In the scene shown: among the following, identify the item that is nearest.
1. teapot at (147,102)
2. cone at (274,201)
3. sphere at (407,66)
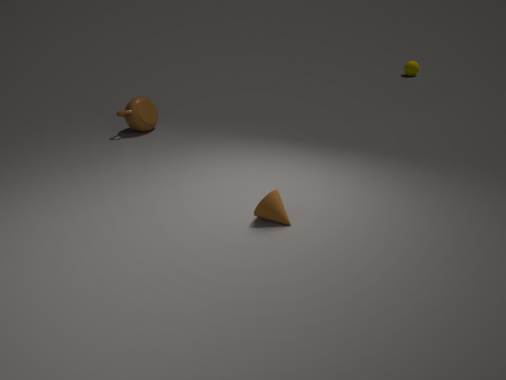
cone at (274,201)
